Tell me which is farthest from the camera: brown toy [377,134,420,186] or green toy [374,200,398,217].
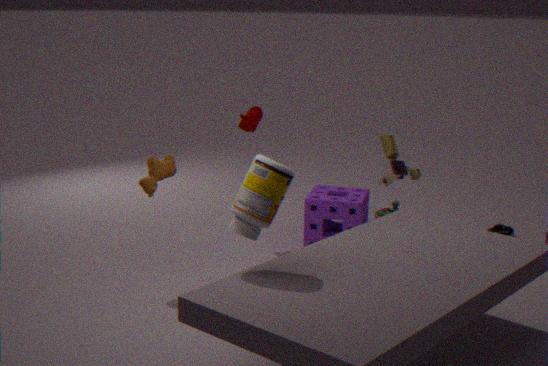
green toy [374,200,398,217]
